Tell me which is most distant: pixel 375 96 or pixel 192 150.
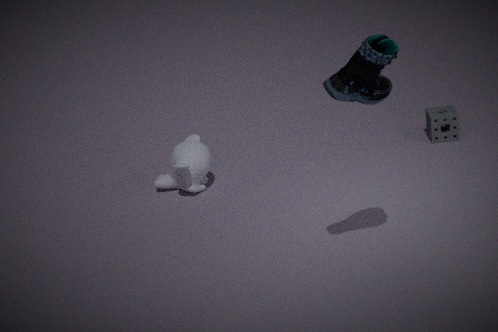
pixel 192 150
